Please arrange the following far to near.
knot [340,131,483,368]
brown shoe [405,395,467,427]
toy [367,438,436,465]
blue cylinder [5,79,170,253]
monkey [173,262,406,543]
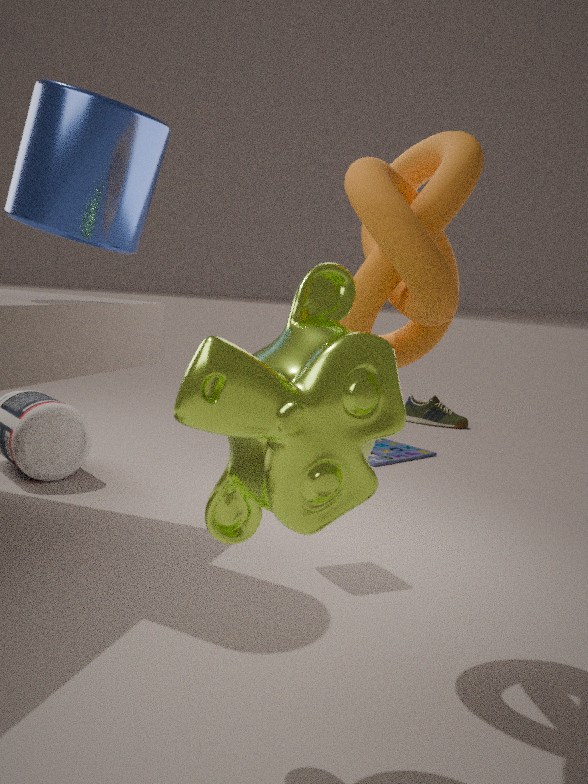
brown shoe [405,395,467,427] < toy [367,438,436,465] < blue cylinder [5,79,170,253] < knot [340,131,483,368] < monkey [173,262,406,543]
